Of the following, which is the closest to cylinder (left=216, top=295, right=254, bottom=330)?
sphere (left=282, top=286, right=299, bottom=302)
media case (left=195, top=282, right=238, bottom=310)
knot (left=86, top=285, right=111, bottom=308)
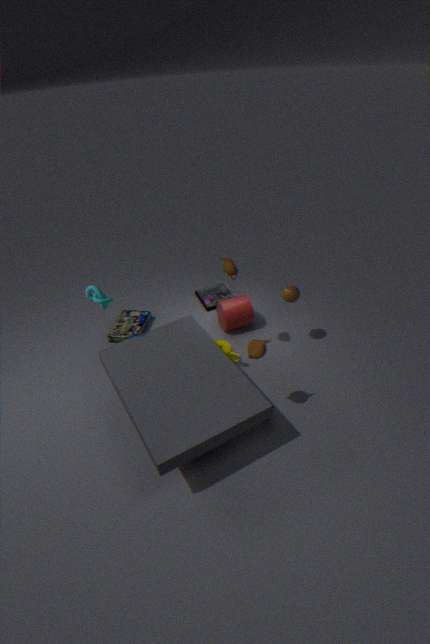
media case (left=195, top=282, right=238, bottom=310)
